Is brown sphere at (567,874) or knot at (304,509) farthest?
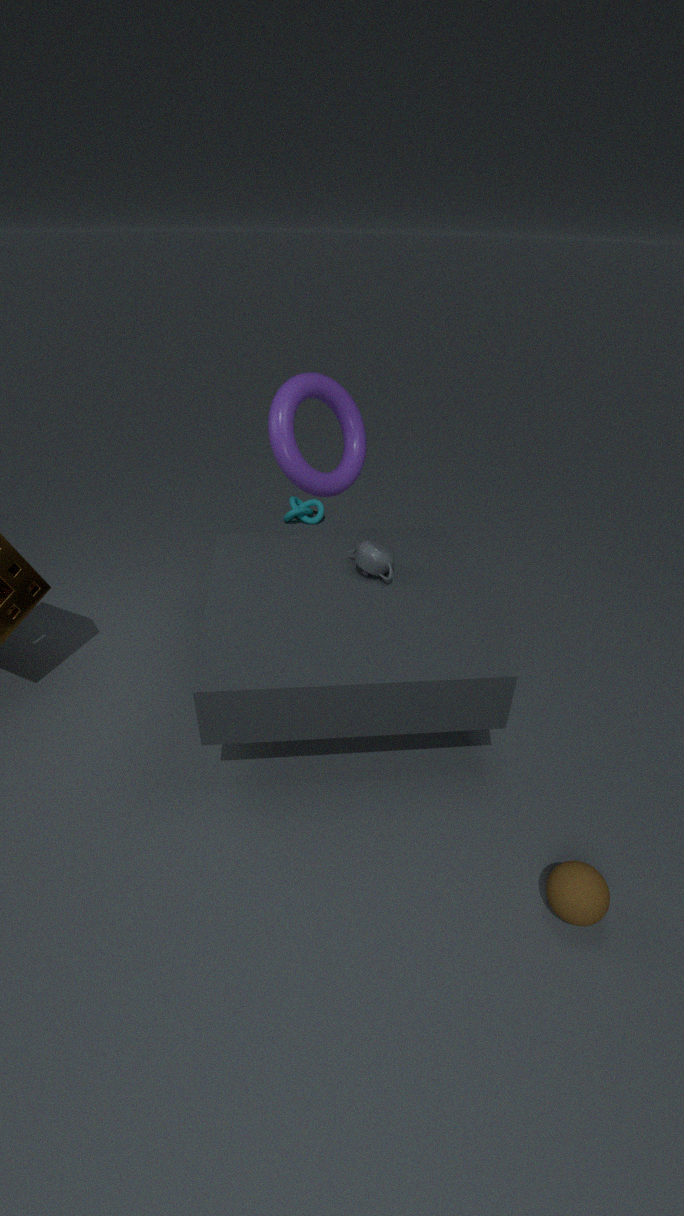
knot at (304,509)
